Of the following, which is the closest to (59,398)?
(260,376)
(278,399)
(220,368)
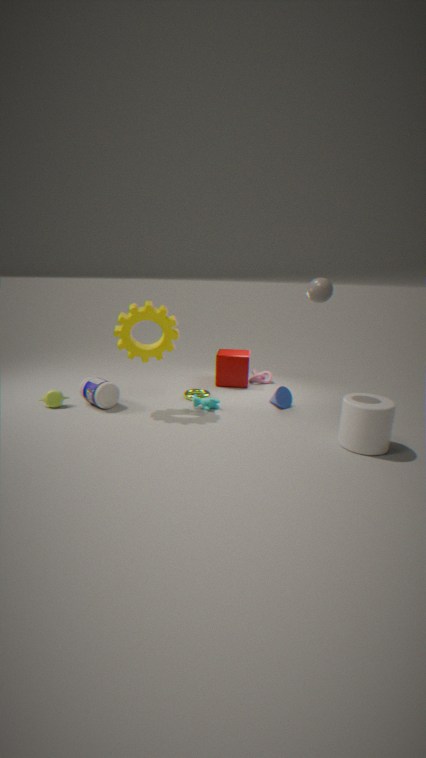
(220,368)
